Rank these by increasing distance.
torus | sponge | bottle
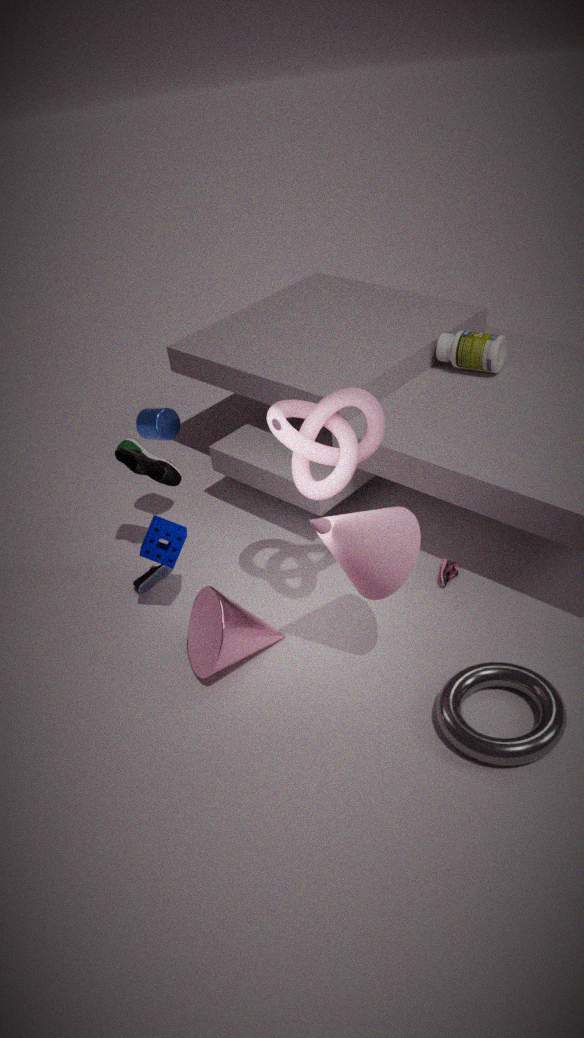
torus
sponge
bottle
